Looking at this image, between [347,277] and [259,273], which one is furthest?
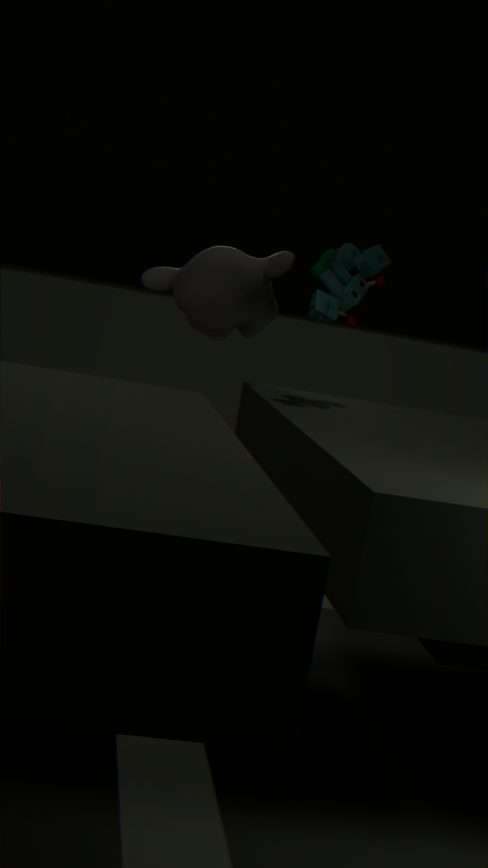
[259,273]
